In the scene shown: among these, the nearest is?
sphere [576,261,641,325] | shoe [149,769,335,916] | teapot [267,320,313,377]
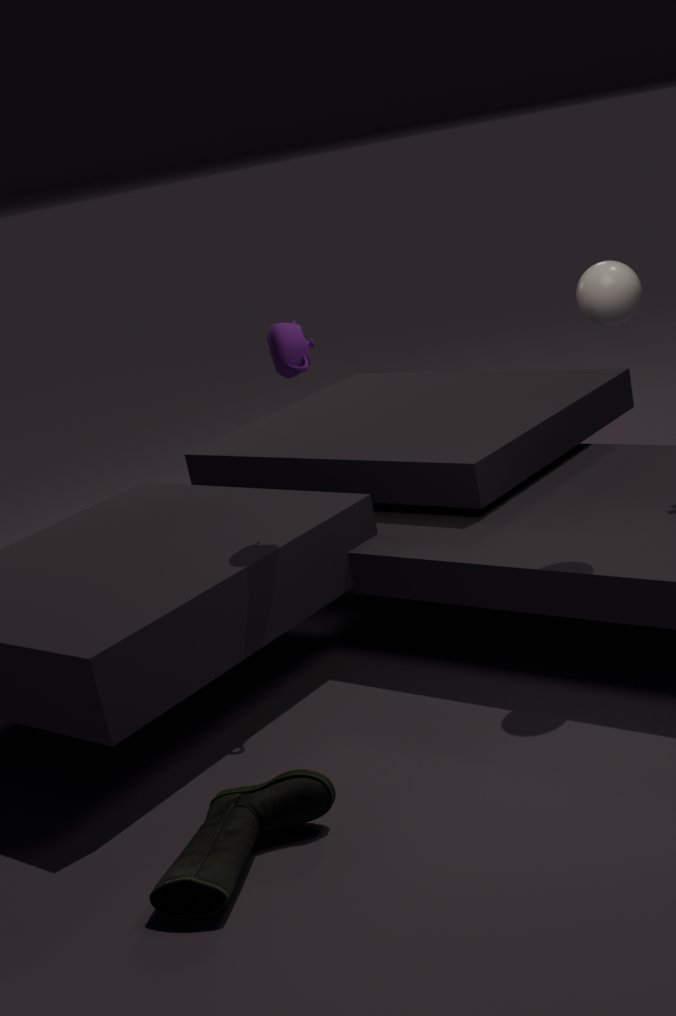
shoe [149,769,335,916]
